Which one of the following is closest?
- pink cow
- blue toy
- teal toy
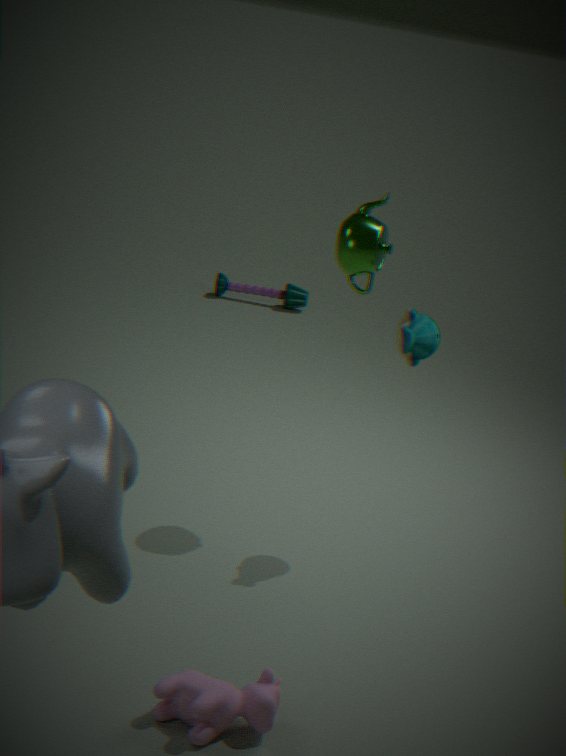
pink cow
